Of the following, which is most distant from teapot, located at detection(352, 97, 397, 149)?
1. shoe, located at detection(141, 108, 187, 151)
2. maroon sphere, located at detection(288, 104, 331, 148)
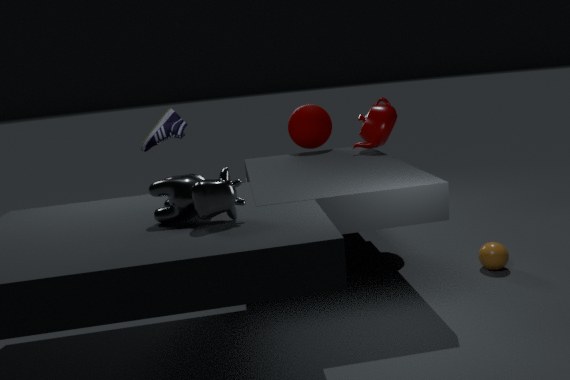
shoe, located at detection(141, 108, 187, 151)
